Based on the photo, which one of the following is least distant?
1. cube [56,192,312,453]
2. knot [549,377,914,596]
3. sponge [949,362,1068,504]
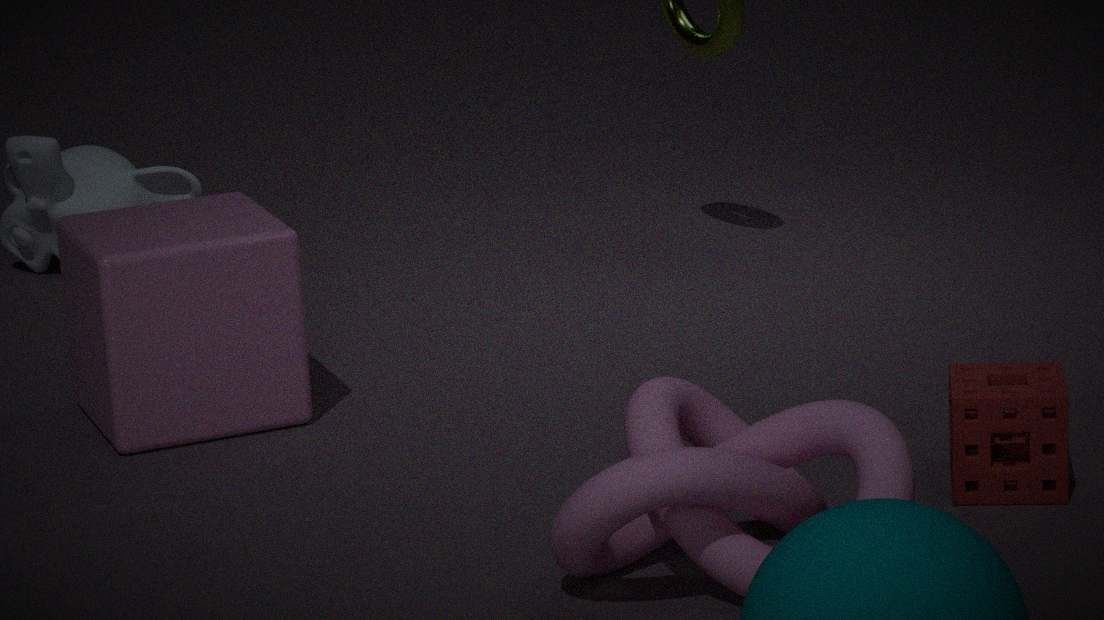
knot [549,377,914,596]
